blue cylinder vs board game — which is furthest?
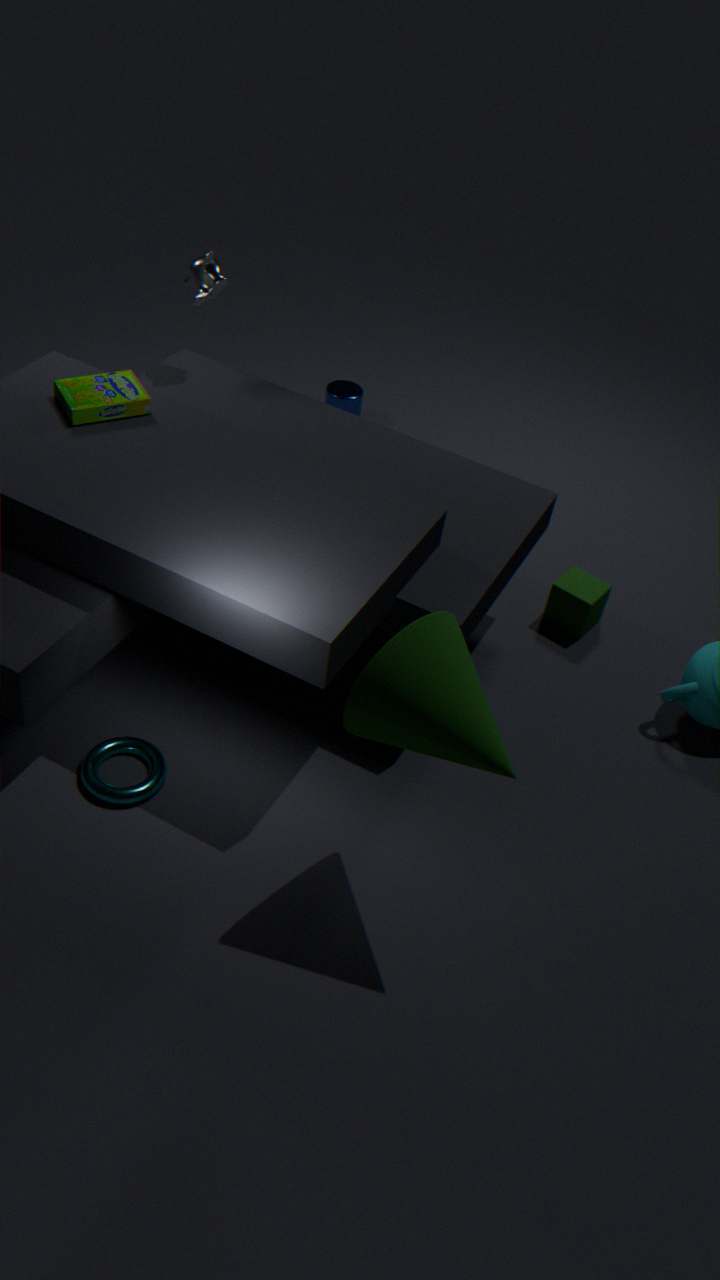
blue cylinder
